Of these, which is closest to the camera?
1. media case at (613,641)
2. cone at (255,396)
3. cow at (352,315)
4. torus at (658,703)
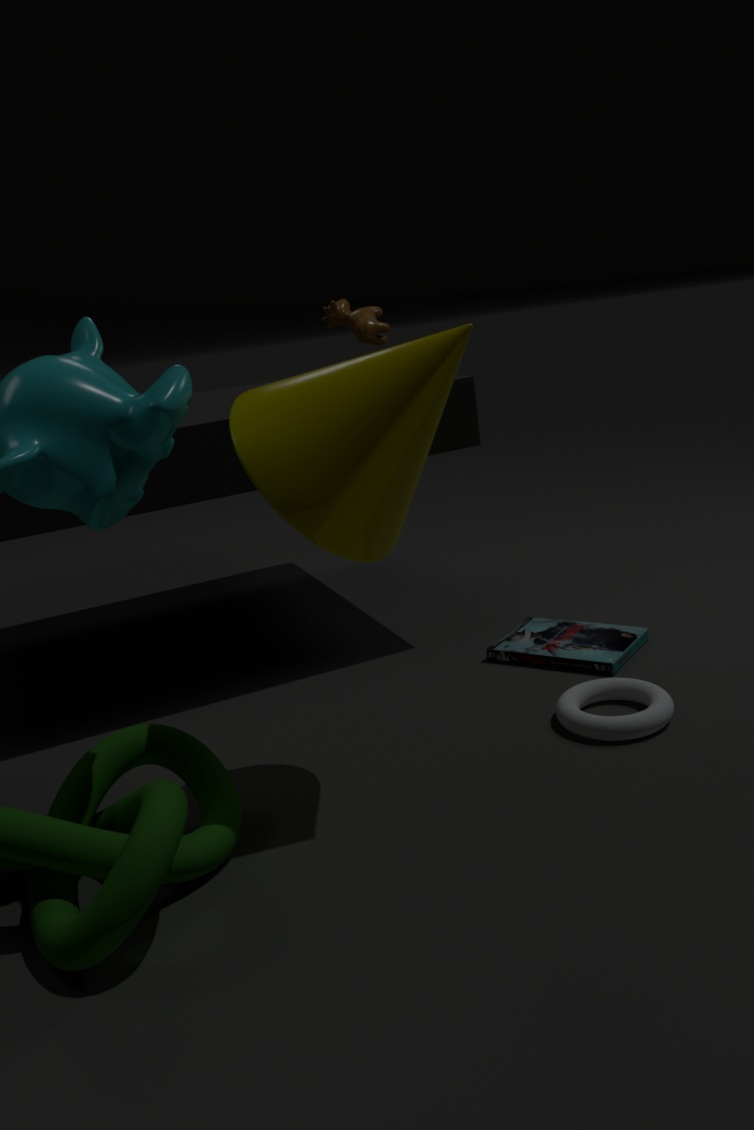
cone at (255,396)
